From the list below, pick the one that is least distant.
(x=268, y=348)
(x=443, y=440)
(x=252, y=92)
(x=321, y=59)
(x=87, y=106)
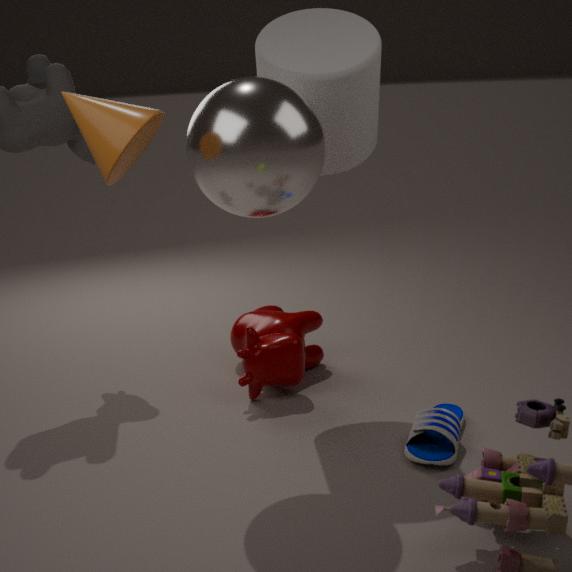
(x=87, y=106)
